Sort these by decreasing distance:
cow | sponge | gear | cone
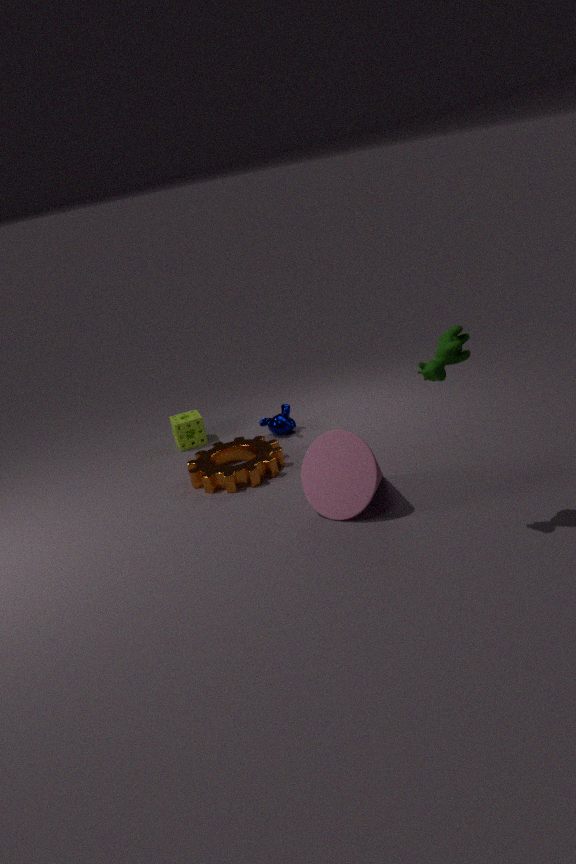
sponge < gear < cone < cow
